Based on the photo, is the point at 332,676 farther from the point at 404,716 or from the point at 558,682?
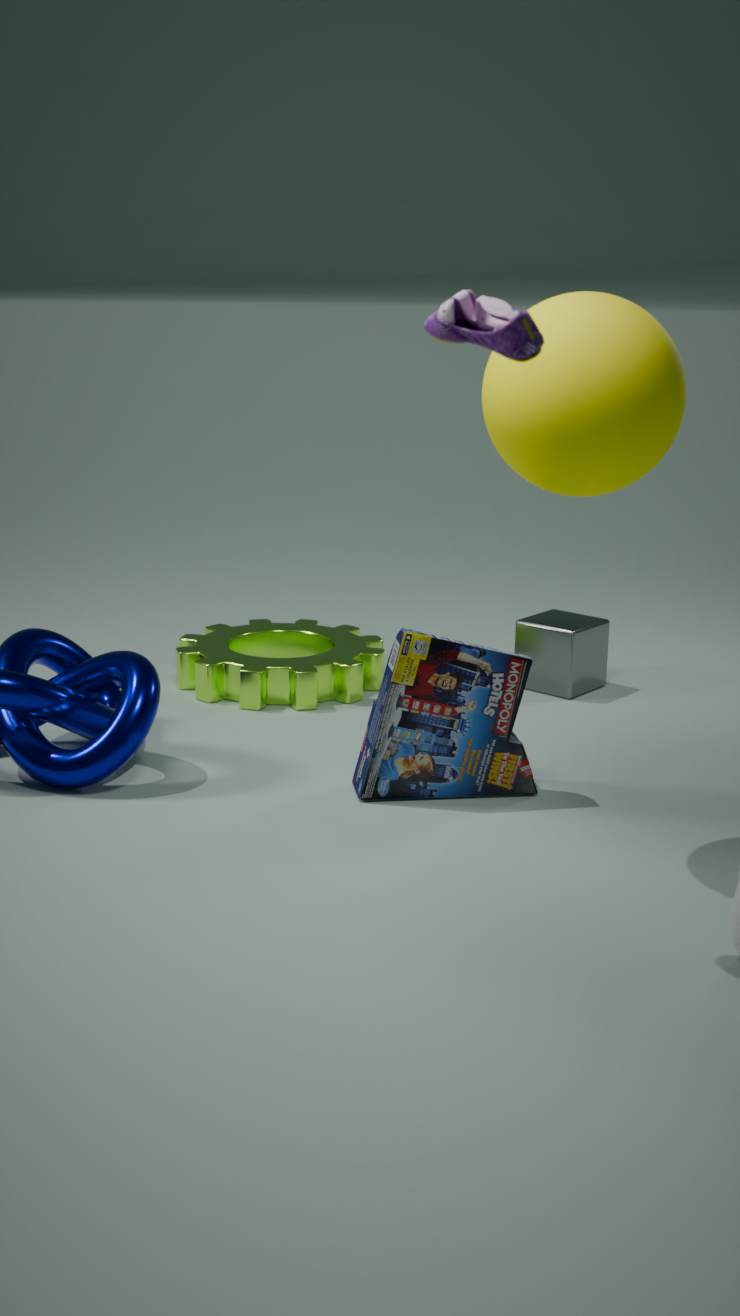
the point at 404,716
